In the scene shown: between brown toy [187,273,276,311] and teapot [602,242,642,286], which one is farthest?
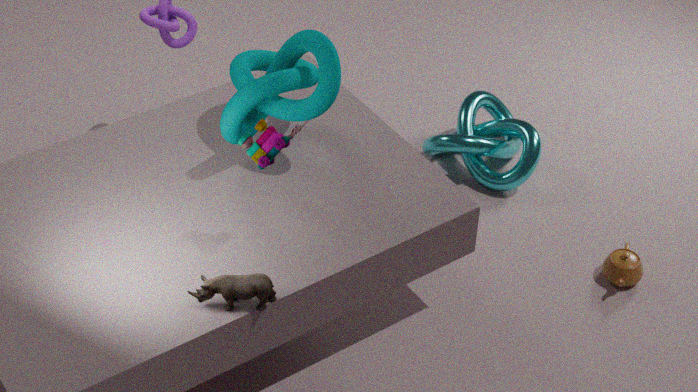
teapot [602,242,642,286]
